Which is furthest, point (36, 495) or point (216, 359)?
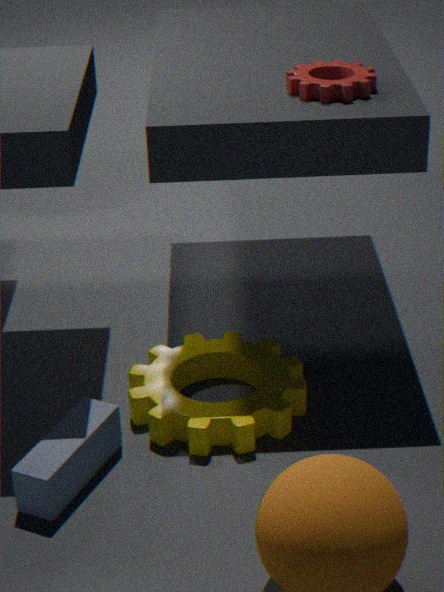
point (216, 359)
